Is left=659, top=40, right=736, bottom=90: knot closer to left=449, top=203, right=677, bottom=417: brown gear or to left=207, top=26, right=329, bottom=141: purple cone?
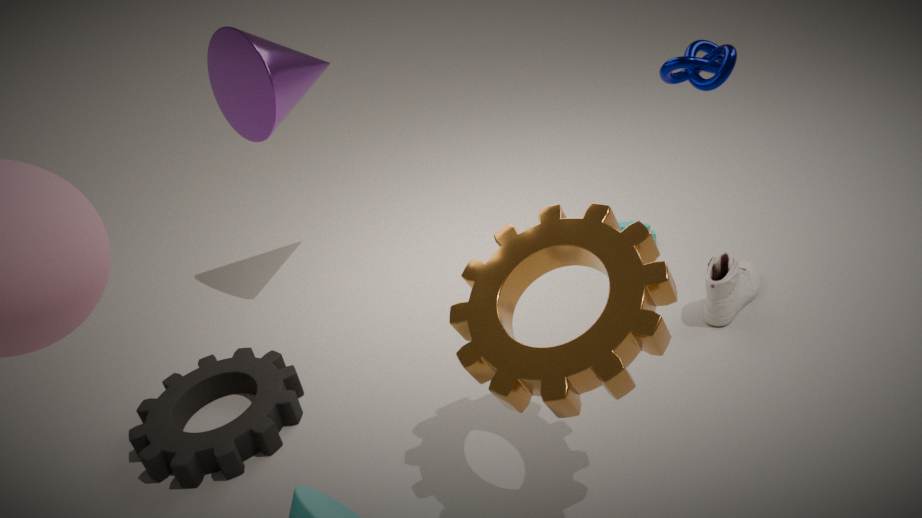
left=449, top=203, right=677, bottom=417: brown gear
